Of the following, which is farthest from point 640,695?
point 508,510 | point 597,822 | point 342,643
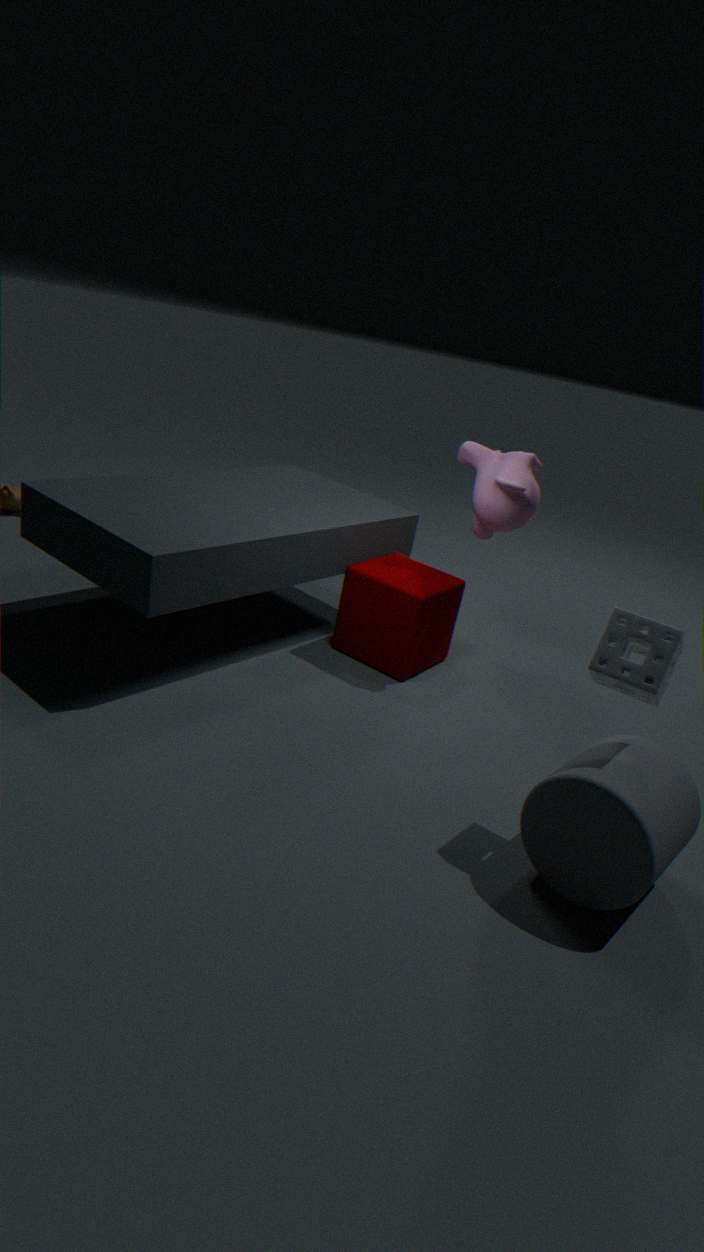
point 342,643
